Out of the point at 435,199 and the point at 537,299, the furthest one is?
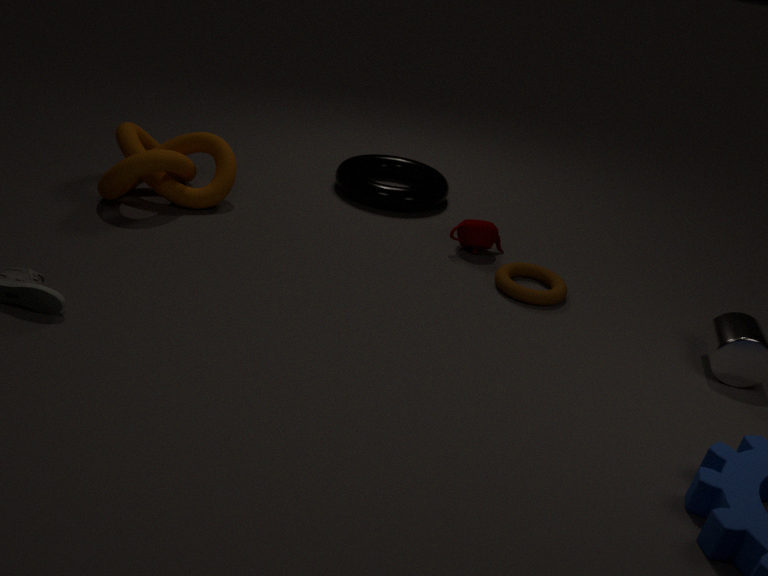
the point at 435,199
